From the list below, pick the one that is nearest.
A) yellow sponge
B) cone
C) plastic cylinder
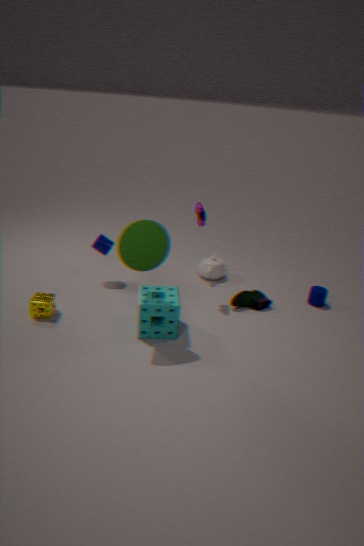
cone
